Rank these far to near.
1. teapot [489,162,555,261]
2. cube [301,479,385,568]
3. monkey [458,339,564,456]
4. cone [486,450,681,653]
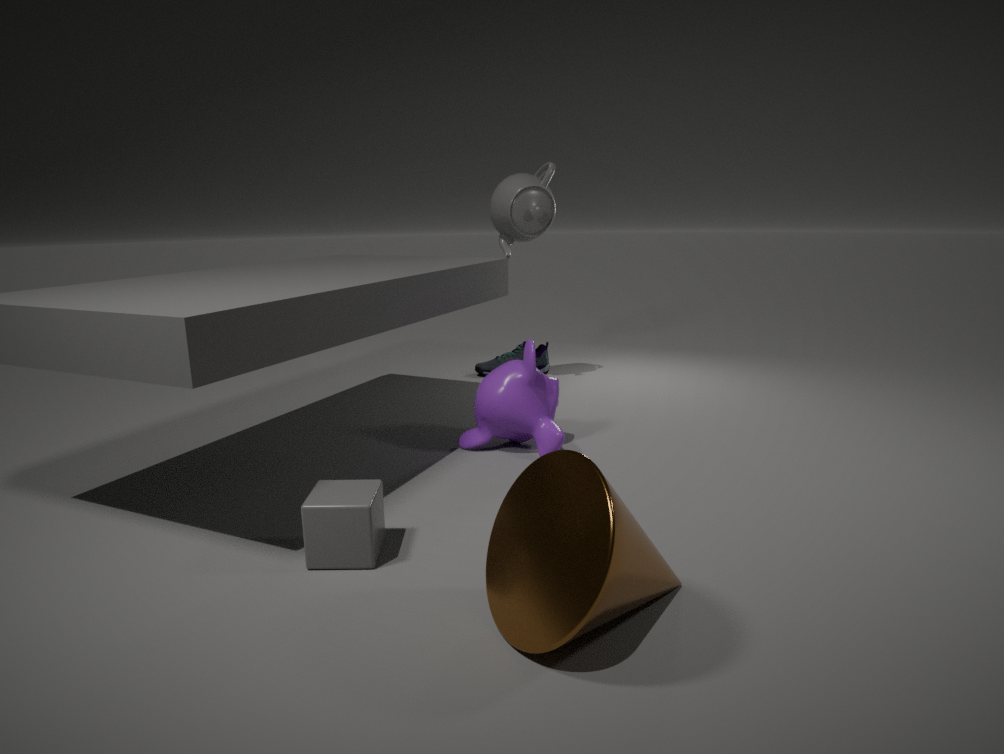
teapot [489,162,555,261] → monkey [458,339,564,456] → cube [301,479,385,568] → cone [486,450,681,653]
